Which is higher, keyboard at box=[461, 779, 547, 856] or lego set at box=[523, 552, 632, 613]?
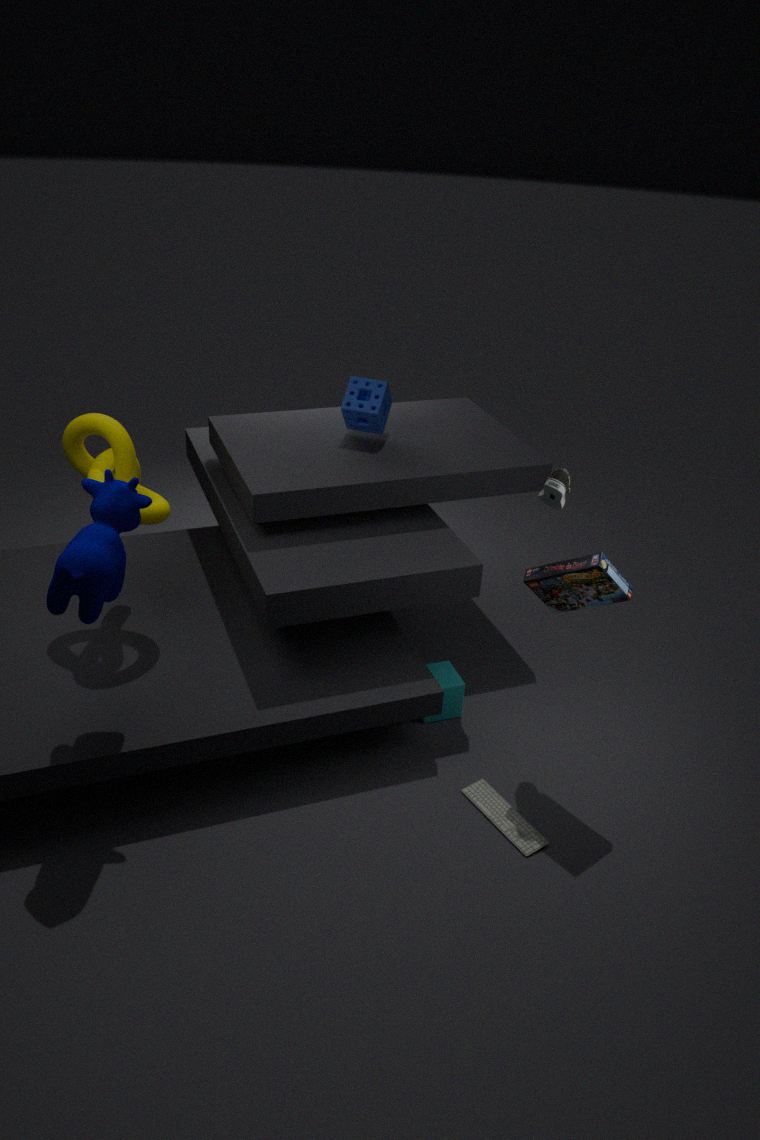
lego set at box=[523, 552, 632, 613]
